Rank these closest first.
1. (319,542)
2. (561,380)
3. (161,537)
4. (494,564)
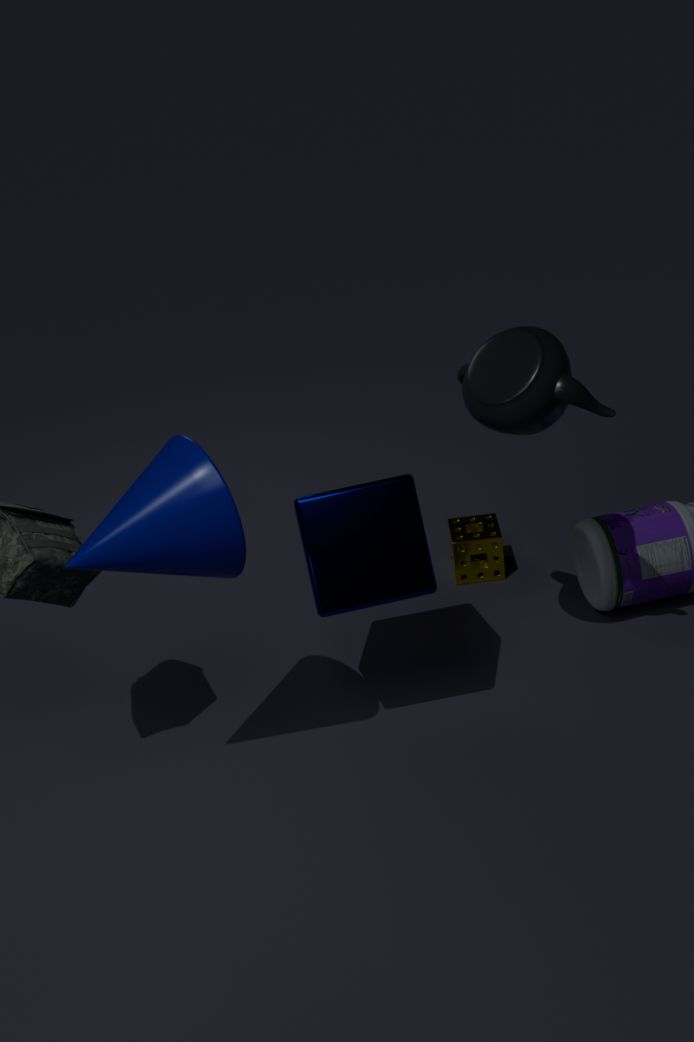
1. (161,537)
2. (561,380)
3. (319,542)
4. (494,564)
